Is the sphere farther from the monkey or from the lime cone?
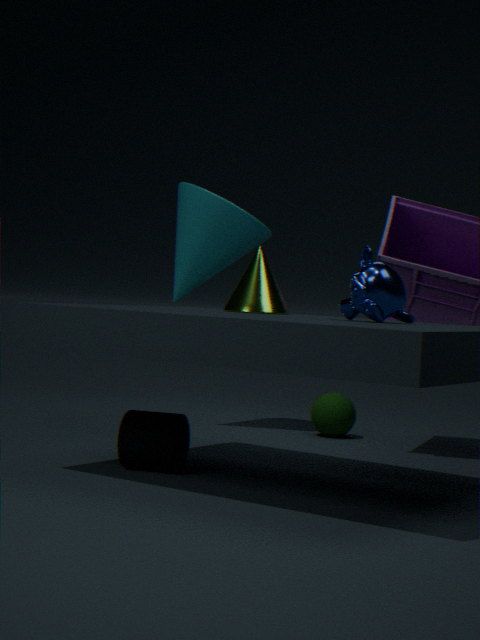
the monkey
